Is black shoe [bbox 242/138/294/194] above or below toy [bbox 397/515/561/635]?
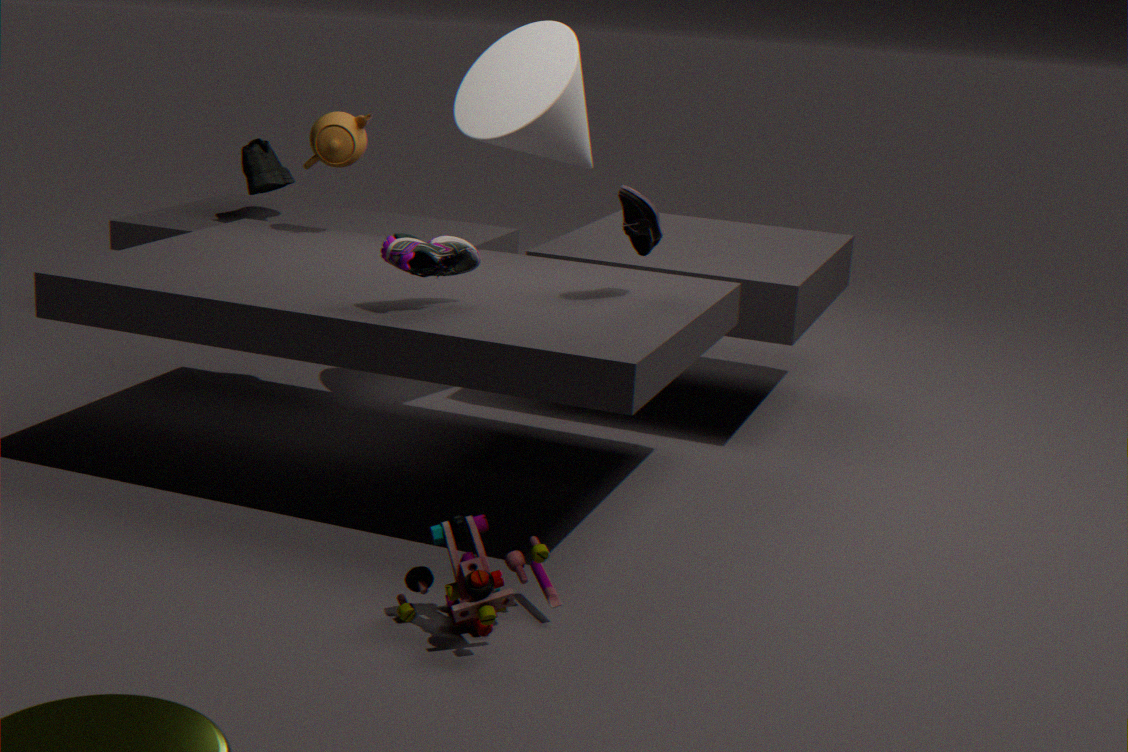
above
